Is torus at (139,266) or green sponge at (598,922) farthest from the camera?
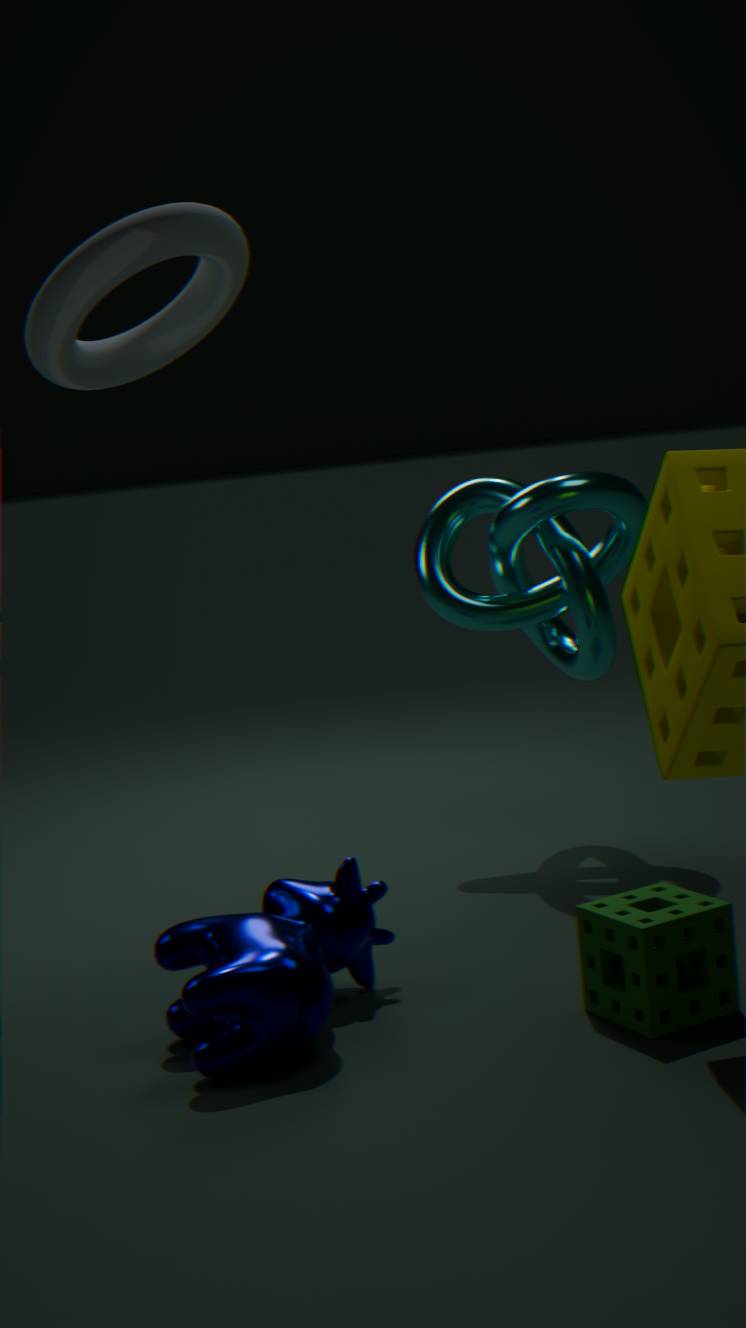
green sponge at (598,922)
